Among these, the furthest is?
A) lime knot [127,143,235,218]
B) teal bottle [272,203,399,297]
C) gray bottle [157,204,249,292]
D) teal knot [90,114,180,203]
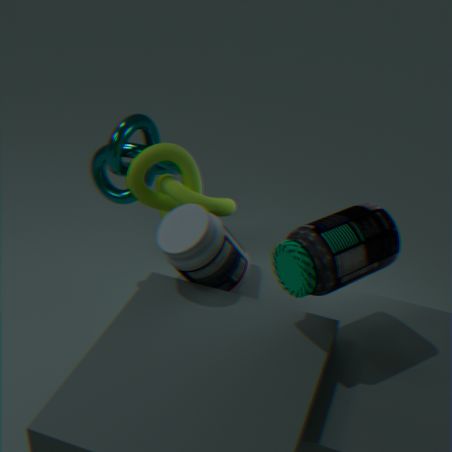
teal knot [90,114,180,203]
